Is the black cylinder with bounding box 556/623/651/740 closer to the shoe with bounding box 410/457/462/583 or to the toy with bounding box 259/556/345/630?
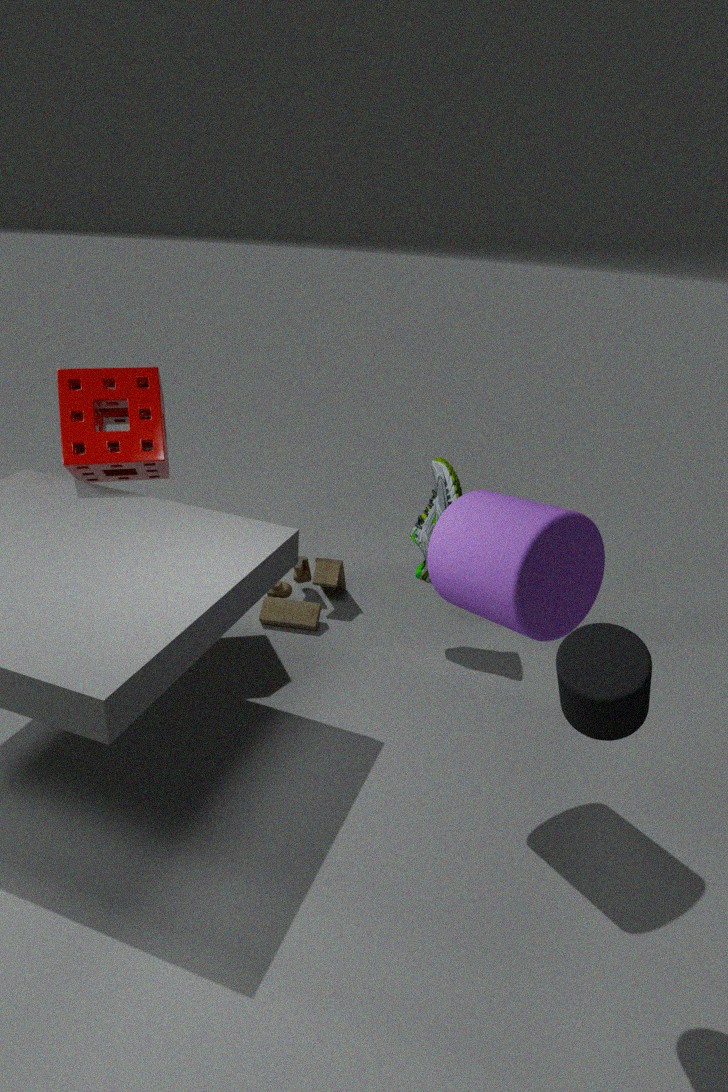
the shoe with bounding box 410/457/462/583
